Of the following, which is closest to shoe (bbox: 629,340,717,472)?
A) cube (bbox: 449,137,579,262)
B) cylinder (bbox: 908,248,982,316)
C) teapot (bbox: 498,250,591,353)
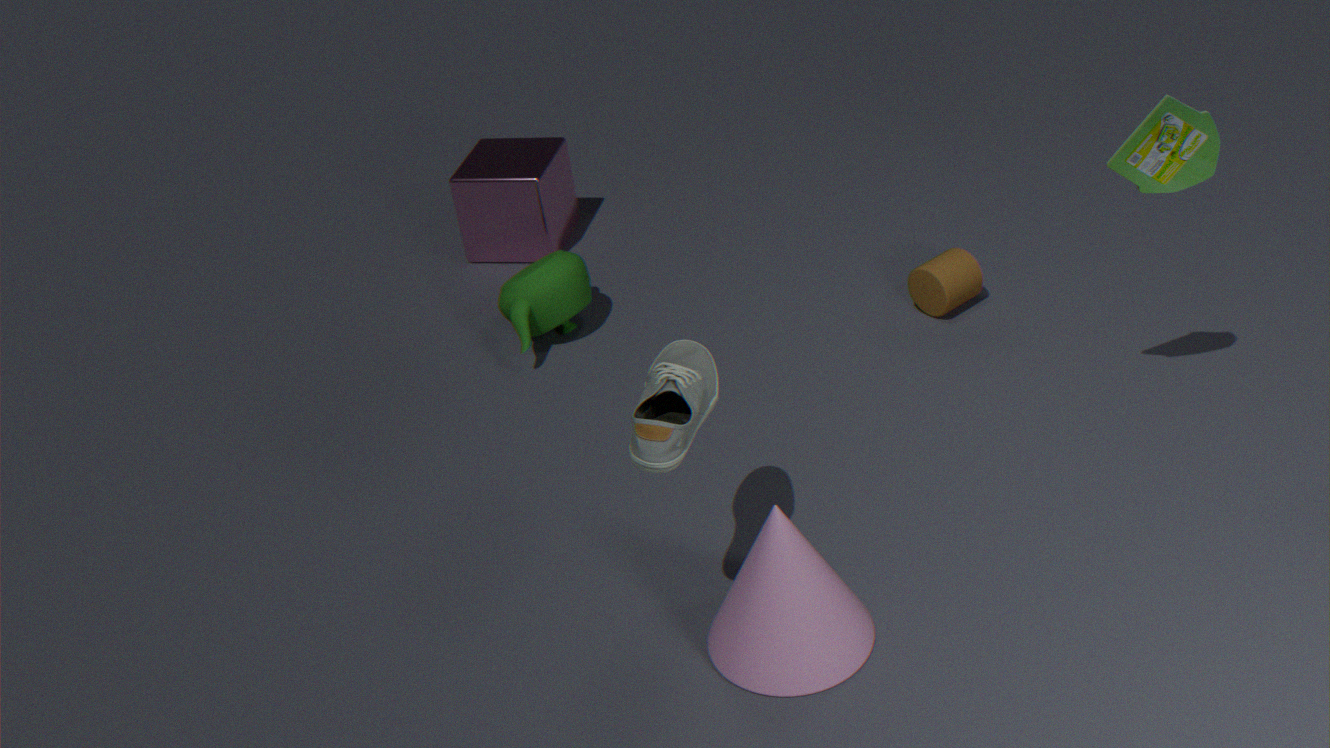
teapot (bbox: 498,250,591,353)
